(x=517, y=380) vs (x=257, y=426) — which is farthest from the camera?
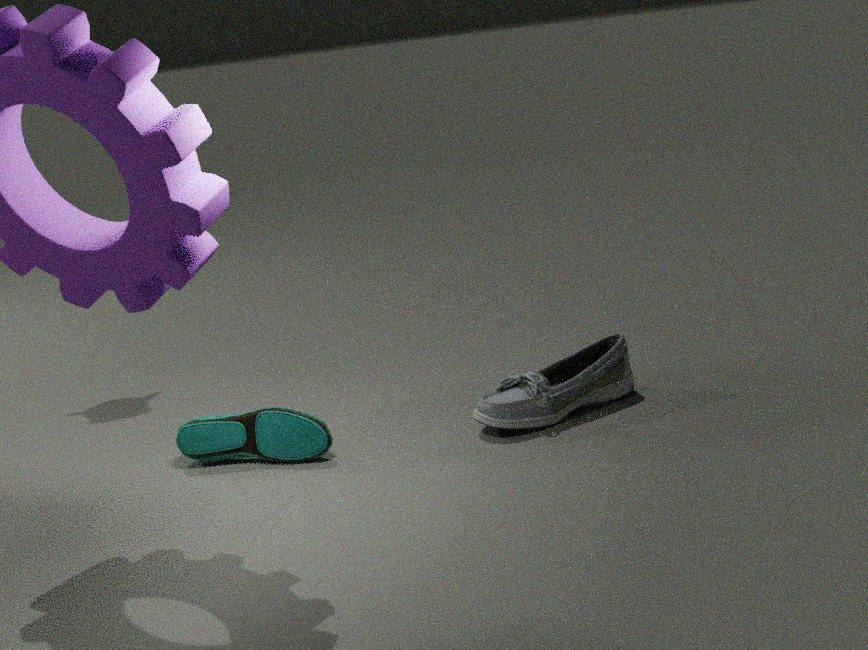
(x=517, y=380)
